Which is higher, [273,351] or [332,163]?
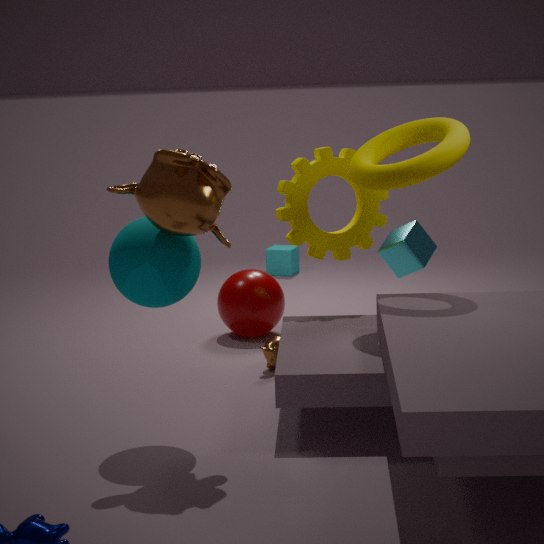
[332,163]
